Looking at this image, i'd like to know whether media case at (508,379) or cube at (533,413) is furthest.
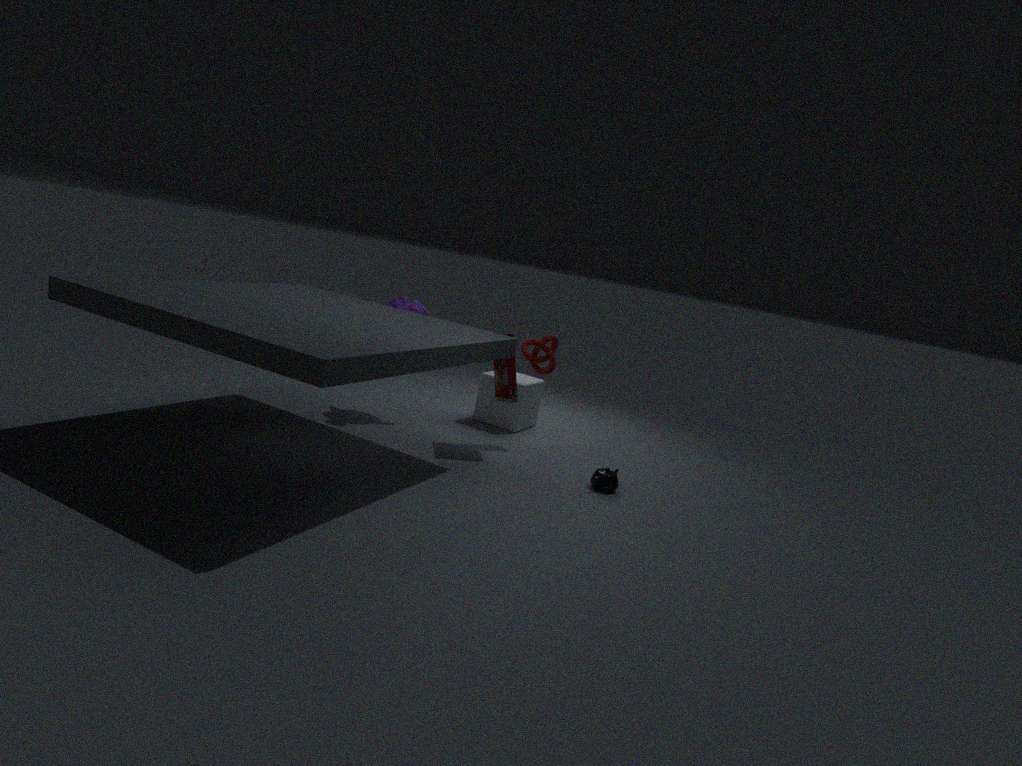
cube at (533,413)
